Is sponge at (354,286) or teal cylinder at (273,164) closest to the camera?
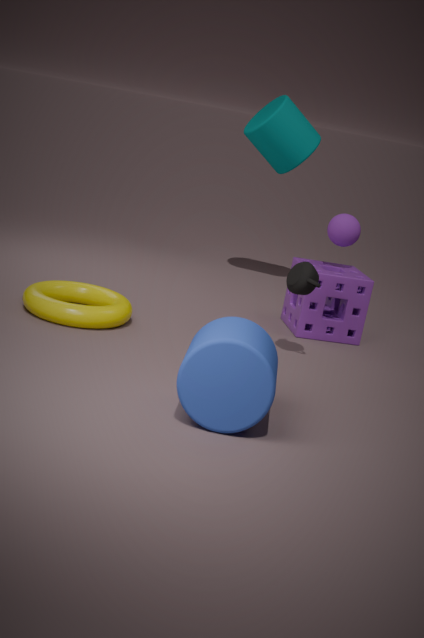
sponge at (354,286)
